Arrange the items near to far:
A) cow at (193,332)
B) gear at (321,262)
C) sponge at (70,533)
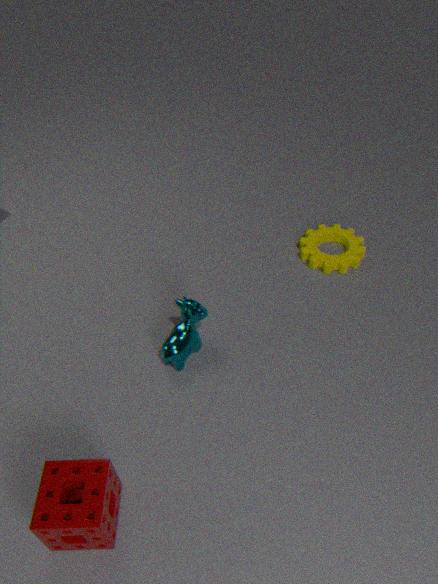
C. sponge at (70,533)
A. cow at (193,332)
B. gear at (321,262)
